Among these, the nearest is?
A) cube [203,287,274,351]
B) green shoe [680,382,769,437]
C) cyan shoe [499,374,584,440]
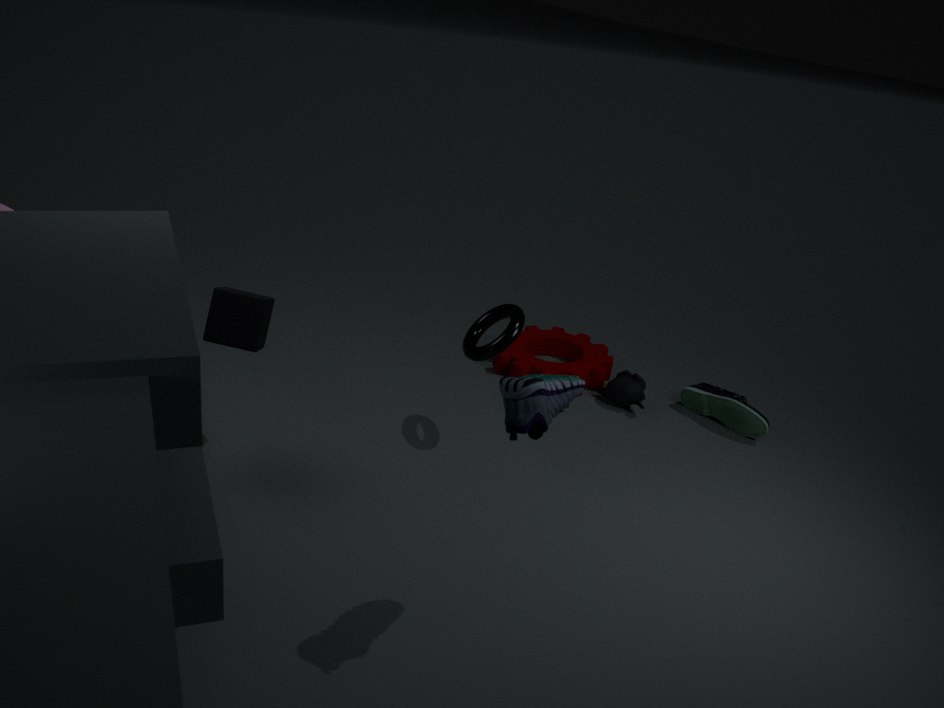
cyan shoe [499,374,584,440]
